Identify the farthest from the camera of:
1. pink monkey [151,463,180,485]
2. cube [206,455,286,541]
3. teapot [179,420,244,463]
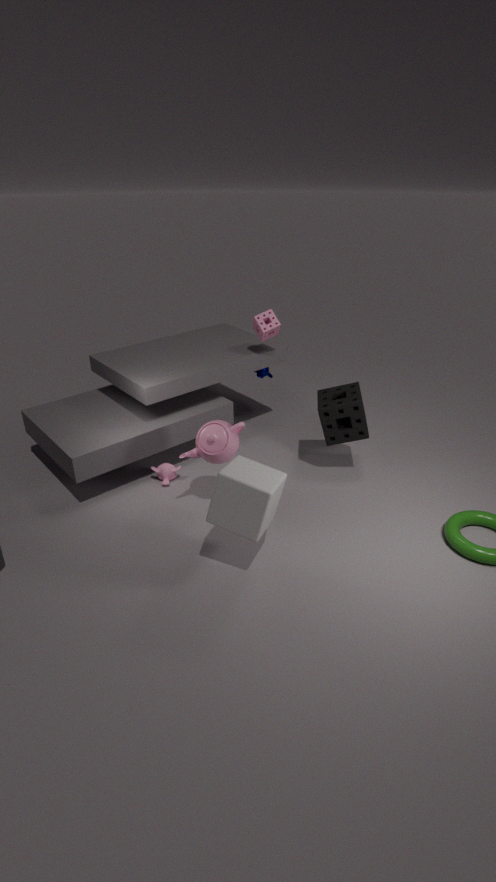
pink monkey [151,463,180,485]
